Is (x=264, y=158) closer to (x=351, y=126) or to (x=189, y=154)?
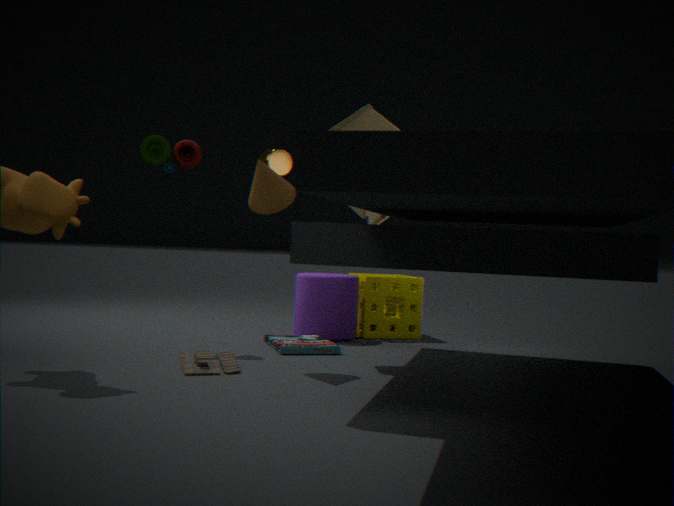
(x=189, y=154)
